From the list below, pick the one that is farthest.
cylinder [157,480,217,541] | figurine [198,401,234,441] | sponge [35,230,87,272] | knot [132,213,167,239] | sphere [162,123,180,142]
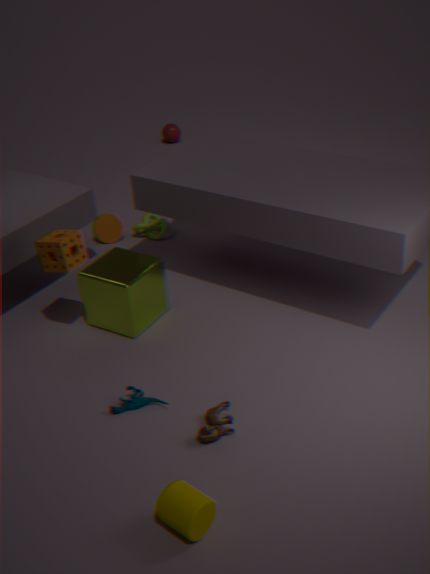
sphere [162,123,180,142]
